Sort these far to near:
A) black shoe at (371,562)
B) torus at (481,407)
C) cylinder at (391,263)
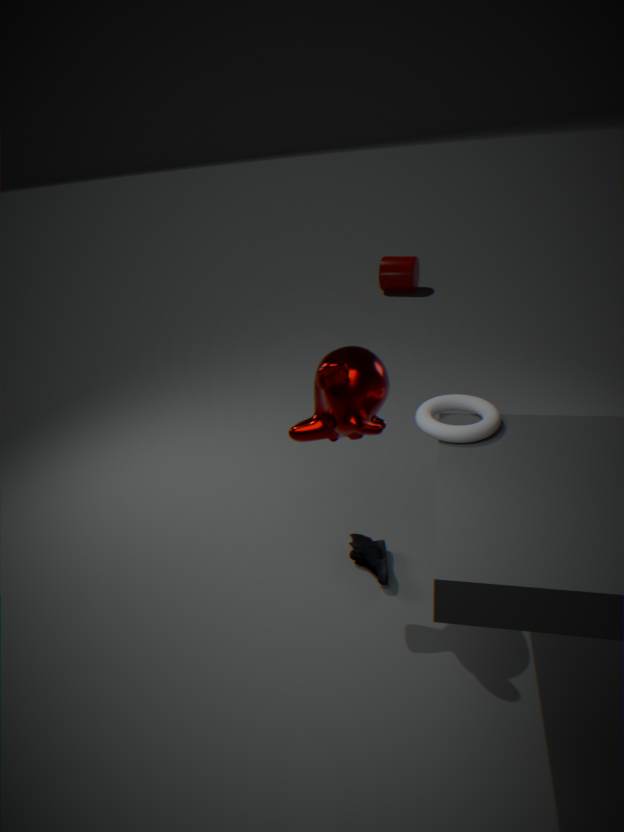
1. cylinder at (391,263)
2. black shoe at (371,562)
3. torus at (481,407)
